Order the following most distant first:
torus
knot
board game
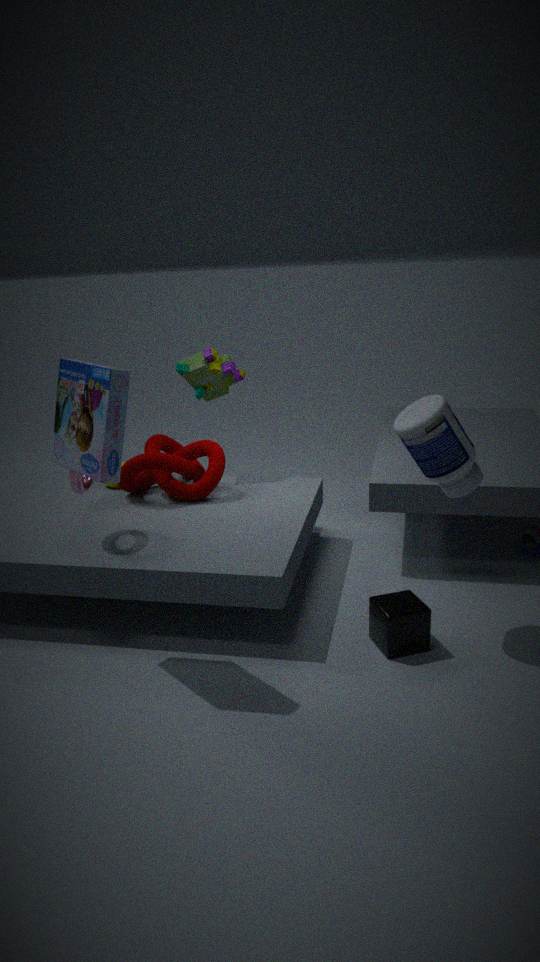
knot < torus < board game
